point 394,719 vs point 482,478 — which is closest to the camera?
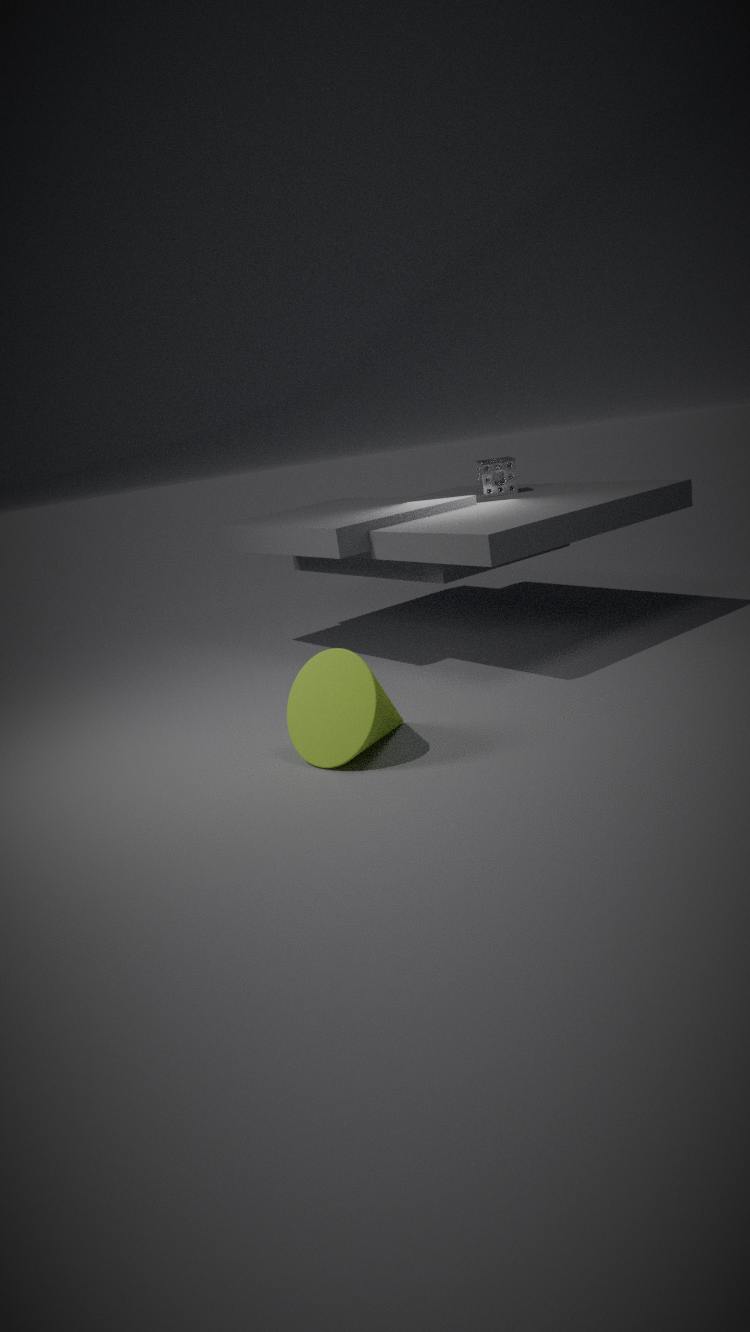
point 394,719
